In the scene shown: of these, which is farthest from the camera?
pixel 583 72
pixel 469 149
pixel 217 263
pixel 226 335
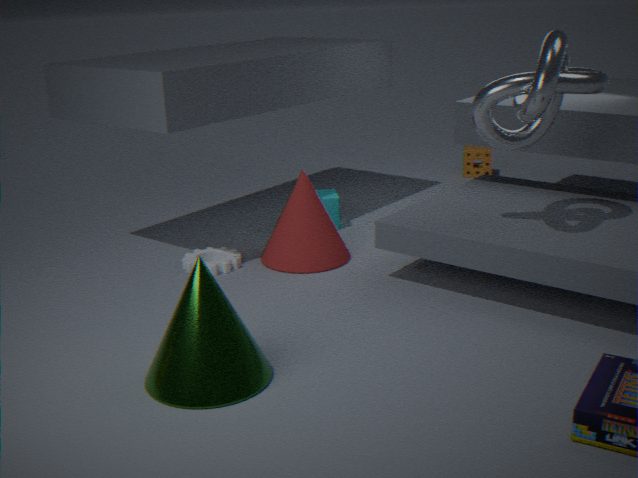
pixel 469 149
